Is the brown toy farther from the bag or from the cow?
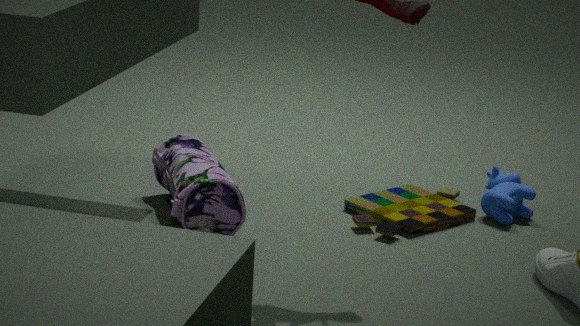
the bag
